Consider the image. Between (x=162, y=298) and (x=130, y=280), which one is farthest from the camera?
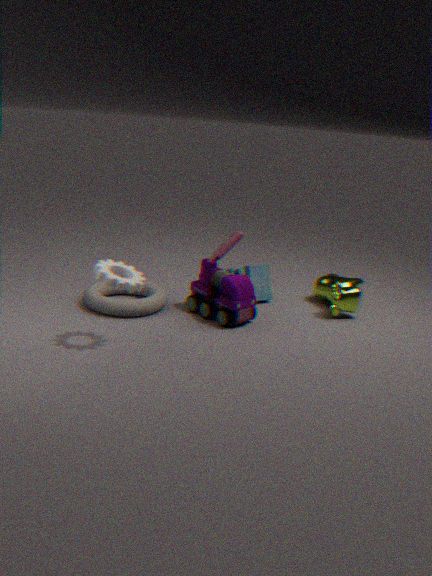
(x=162, y=298)
